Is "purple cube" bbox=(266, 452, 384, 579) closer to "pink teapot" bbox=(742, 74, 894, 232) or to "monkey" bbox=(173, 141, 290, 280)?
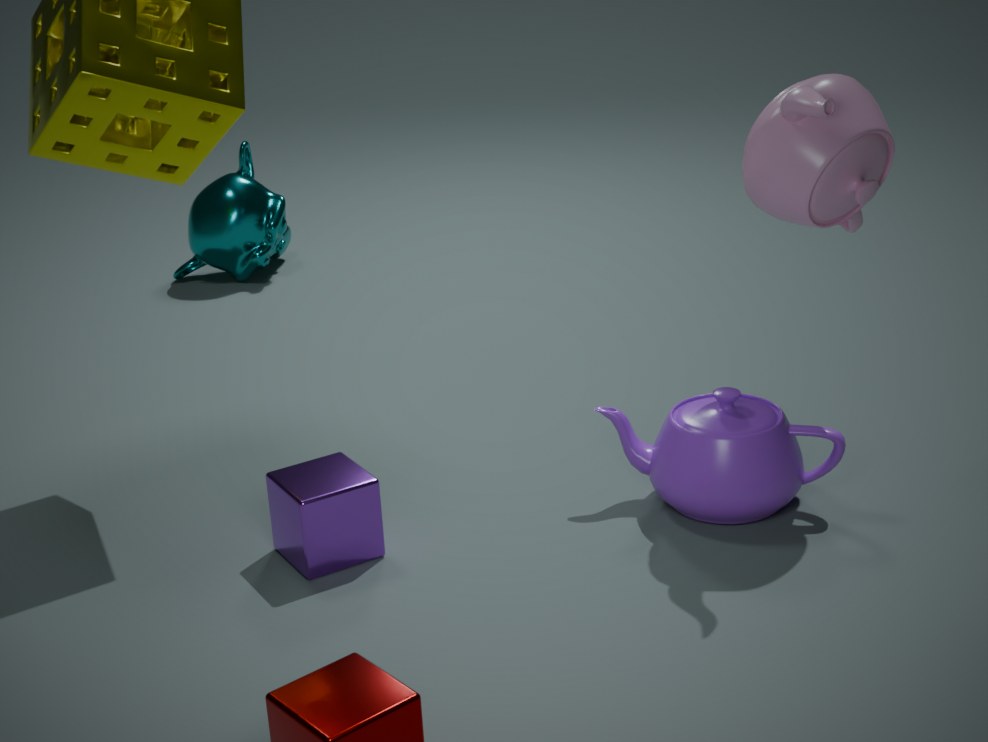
"pink teapot" bbox=(742, 74, 894, 232)
